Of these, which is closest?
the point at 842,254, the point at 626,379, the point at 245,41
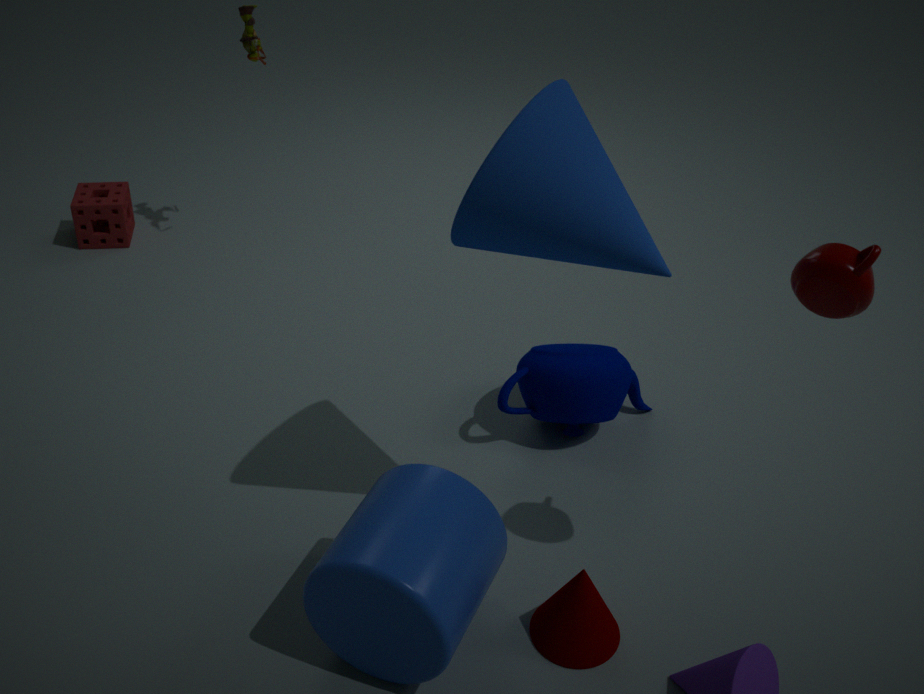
the point at 842,254
